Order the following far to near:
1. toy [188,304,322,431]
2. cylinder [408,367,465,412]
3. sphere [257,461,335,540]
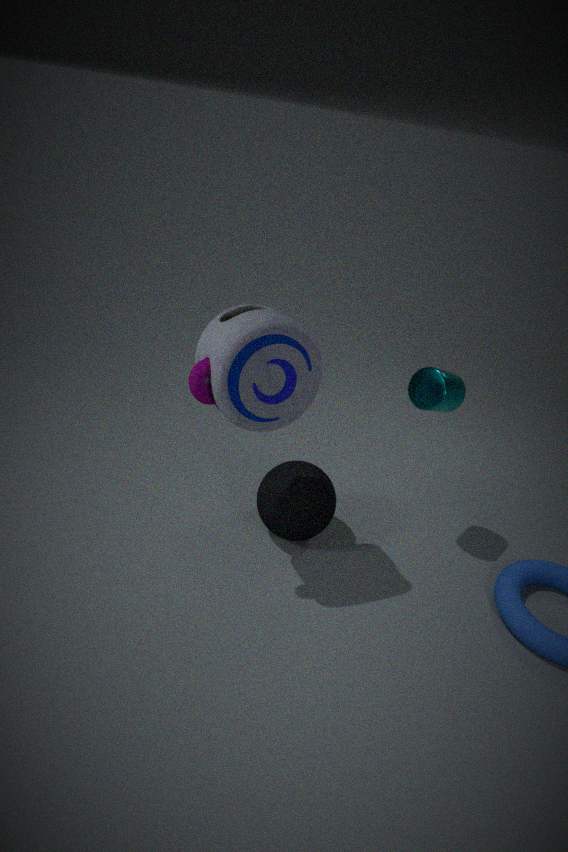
1. sphere [257,461,335,540]
2. cylinder [408,367,465,412]
3. toy [188,304,322,431]
